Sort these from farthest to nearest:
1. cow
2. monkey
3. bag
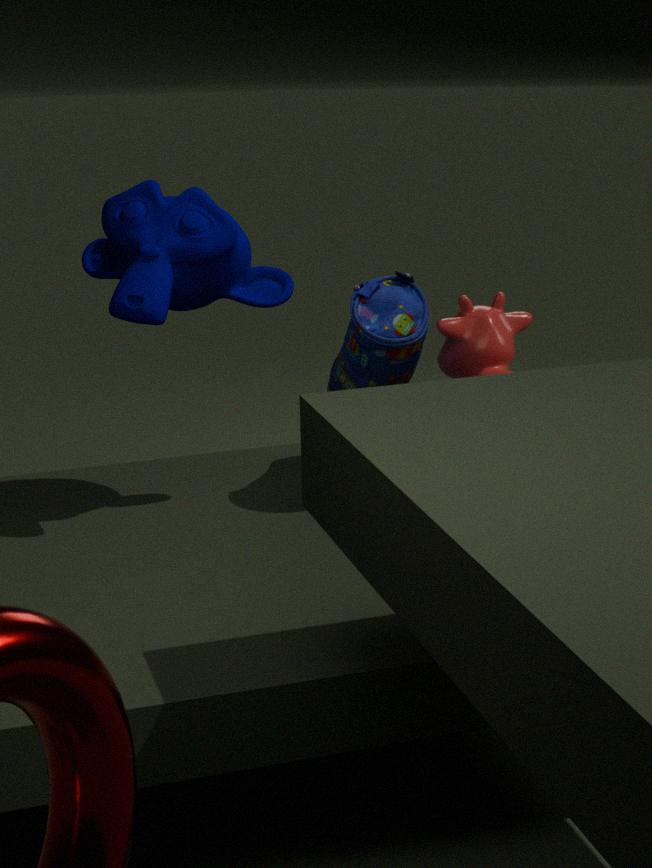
cow → bag → monkey
